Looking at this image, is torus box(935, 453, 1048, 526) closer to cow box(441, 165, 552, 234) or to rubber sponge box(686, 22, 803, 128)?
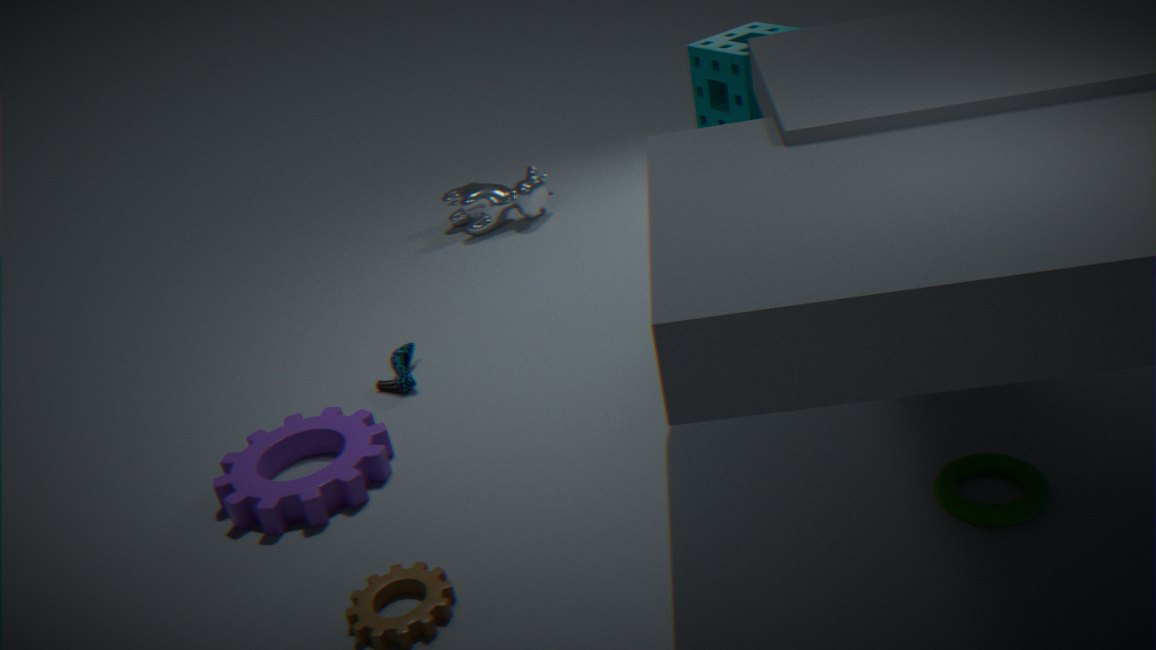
rubber sponge box(686, 22, 803, 128)
